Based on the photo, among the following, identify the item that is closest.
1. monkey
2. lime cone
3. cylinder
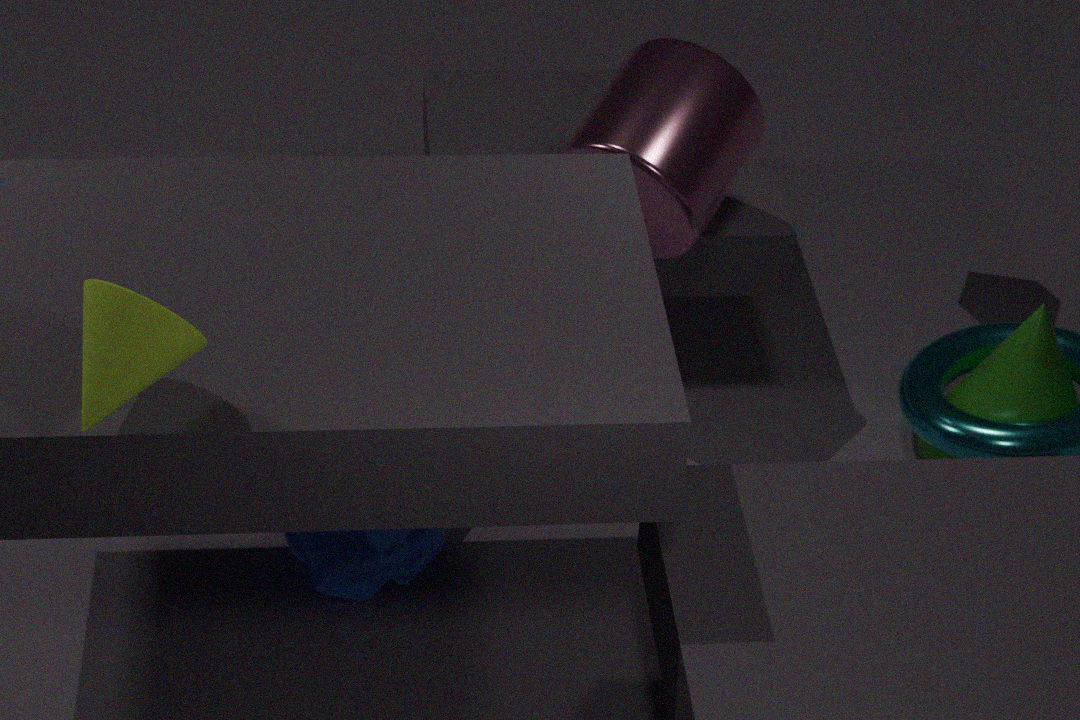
lime cone
